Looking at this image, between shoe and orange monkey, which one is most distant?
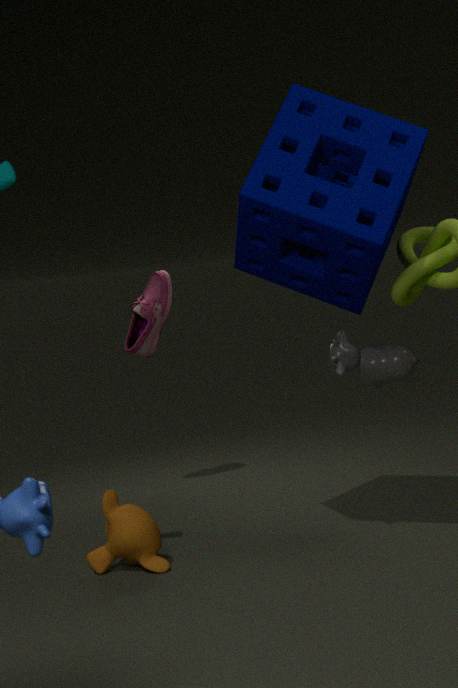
shoe
